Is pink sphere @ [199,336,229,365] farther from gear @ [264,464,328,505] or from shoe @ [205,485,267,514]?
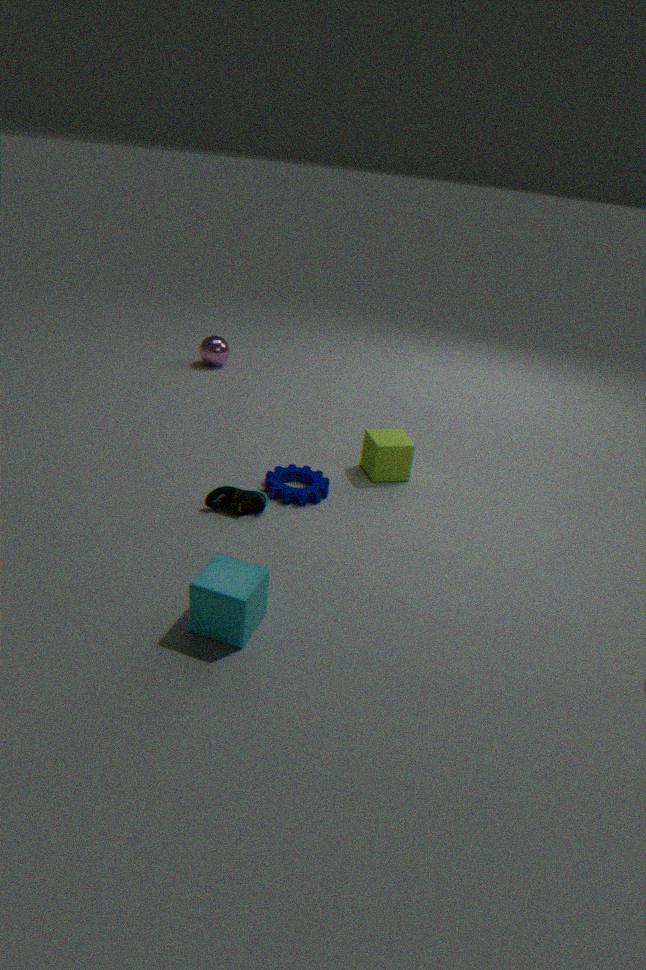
shoe @ [205,485,267,514]
